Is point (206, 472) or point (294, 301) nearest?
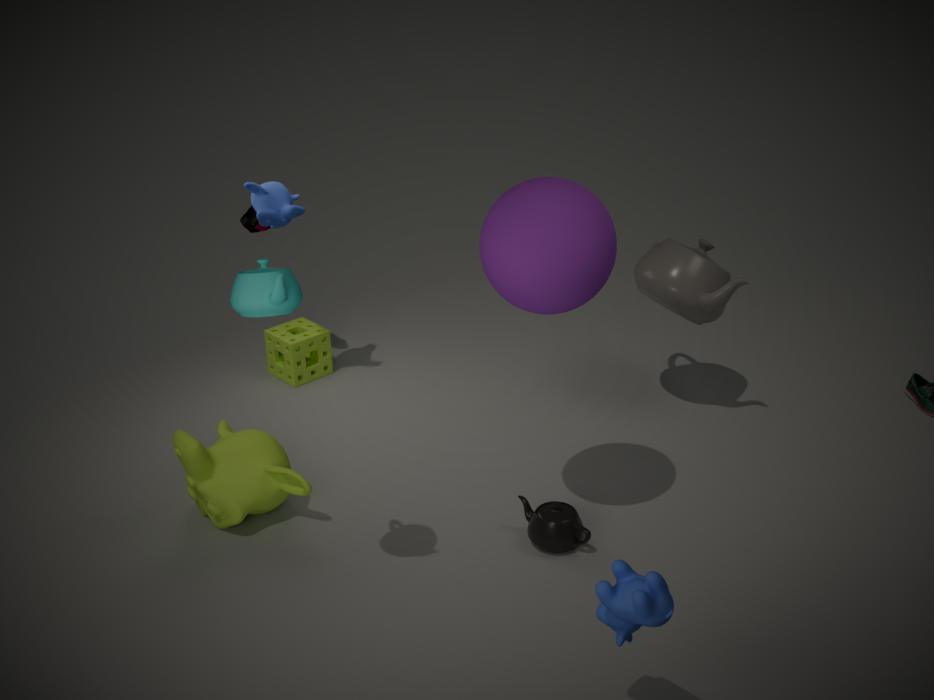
point (294, 301)
